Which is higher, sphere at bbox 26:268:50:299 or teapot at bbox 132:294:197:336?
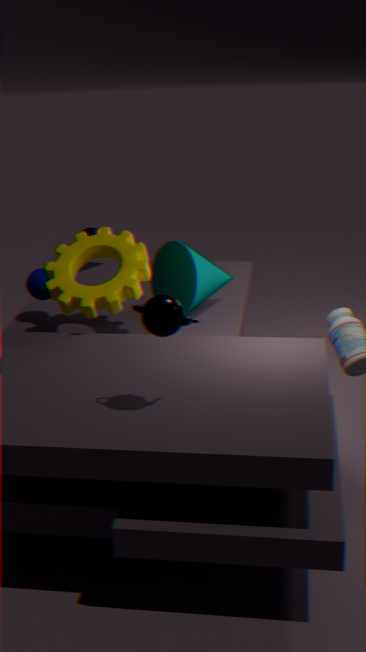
teapot at bbox 132:294:197:336
